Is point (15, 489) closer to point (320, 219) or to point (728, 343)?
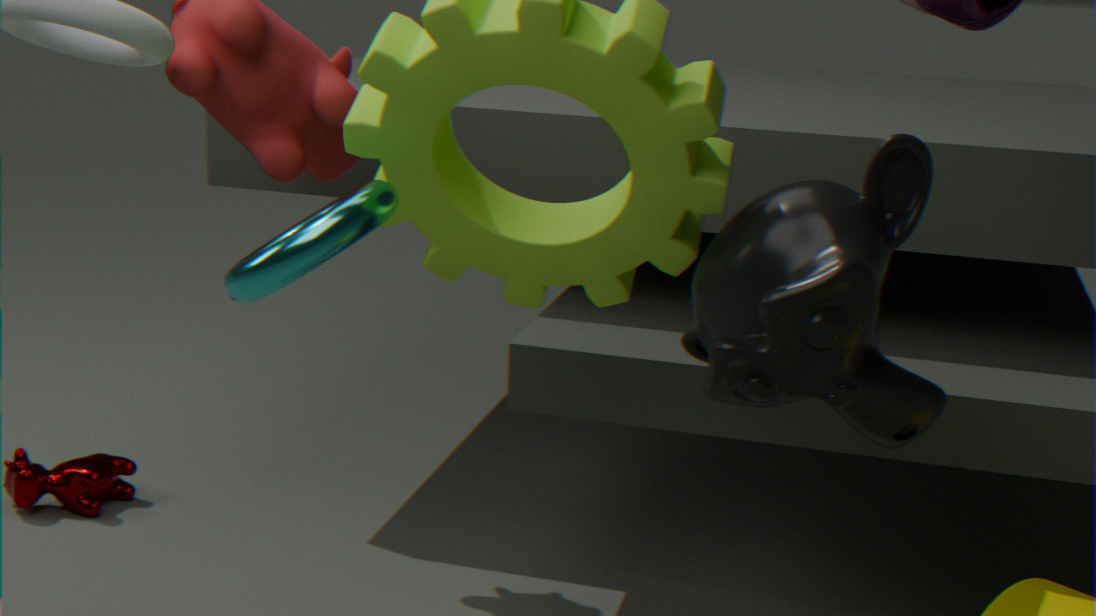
point (320, 219)
